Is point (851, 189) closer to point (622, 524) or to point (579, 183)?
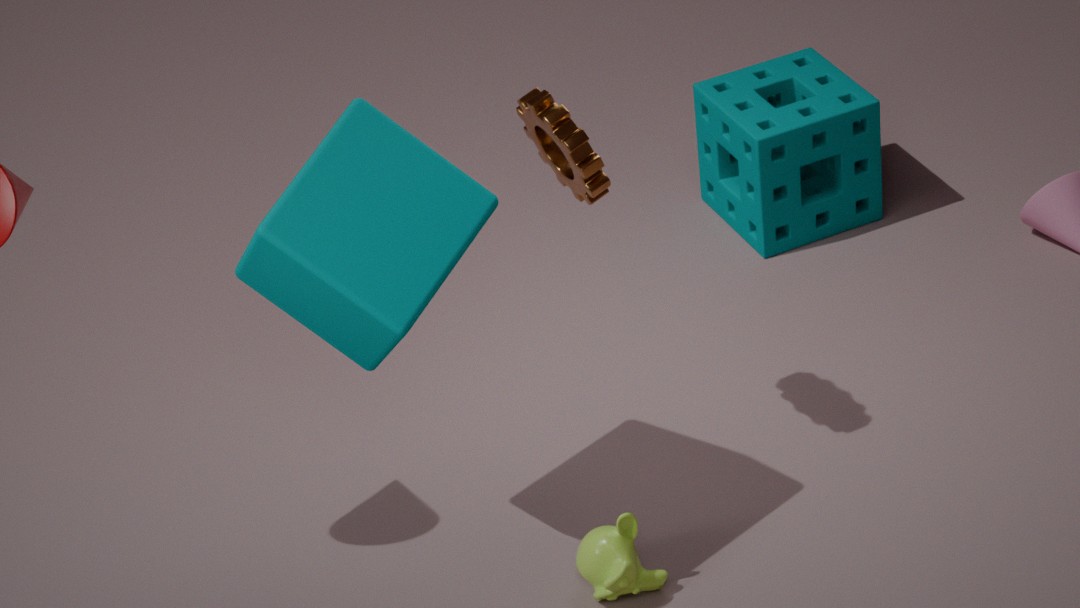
point (579, 183)
